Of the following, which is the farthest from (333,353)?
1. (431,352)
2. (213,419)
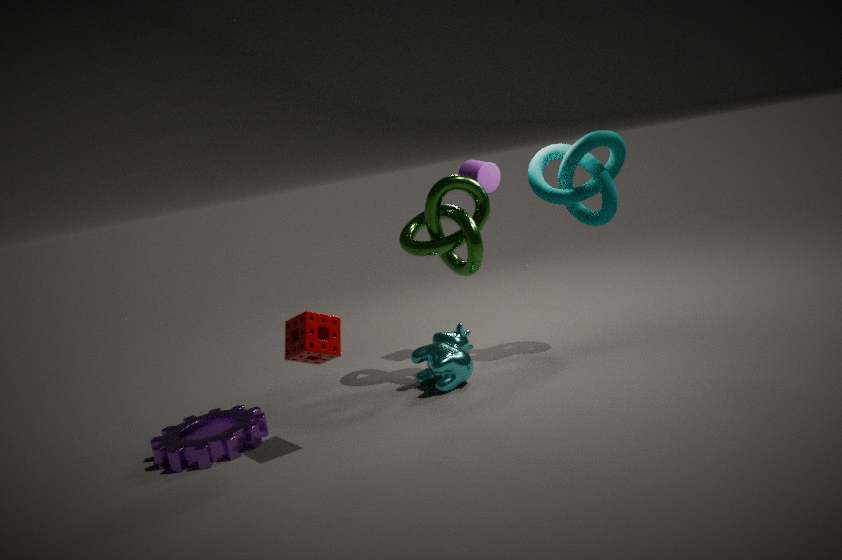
(431,352)
